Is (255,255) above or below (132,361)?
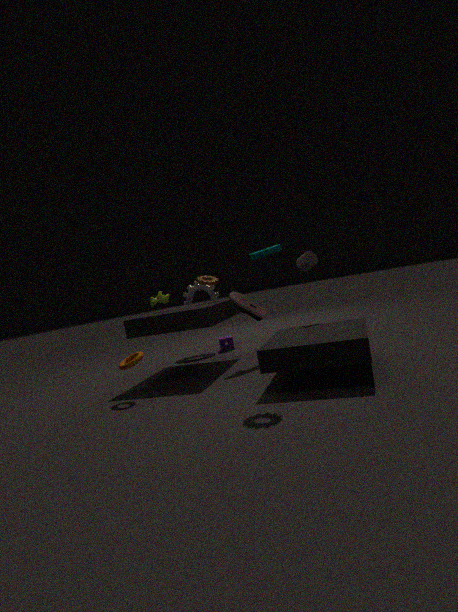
above
